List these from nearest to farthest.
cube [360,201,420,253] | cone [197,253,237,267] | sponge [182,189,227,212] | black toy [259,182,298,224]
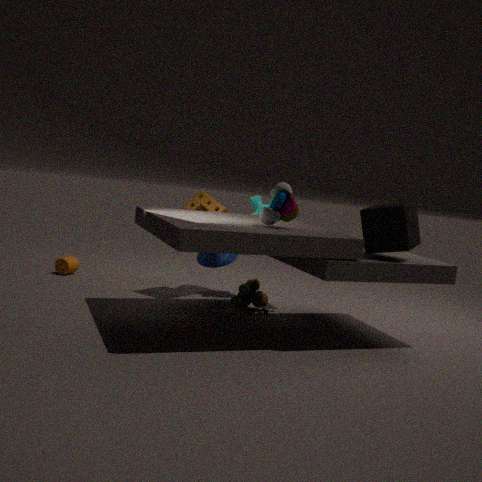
black toy [259,182,298,224] → cube [360,201,420,253] → sponge [182,189,227,212] → cone [197,253,237,267]
